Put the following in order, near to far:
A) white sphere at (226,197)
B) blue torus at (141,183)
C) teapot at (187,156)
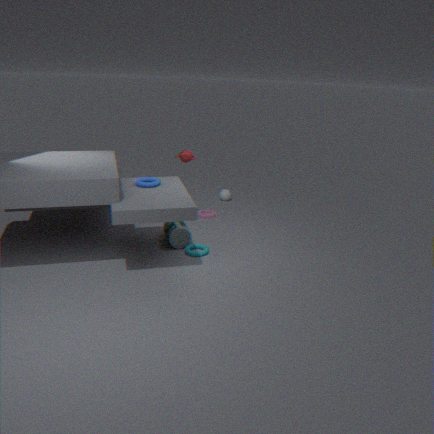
blue torus at (141,183), teapot at (187,156), white sphere at (226,197)
